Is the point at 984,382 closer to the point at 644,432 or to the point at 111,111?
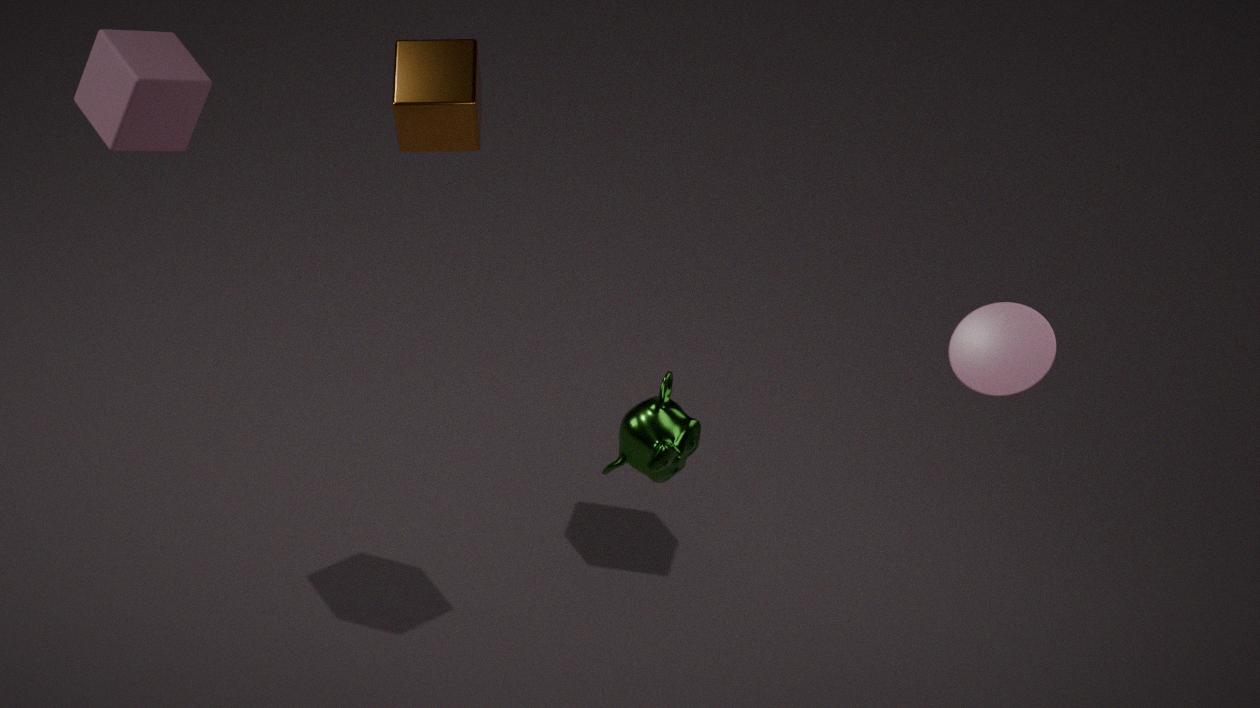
the point at 644,432
